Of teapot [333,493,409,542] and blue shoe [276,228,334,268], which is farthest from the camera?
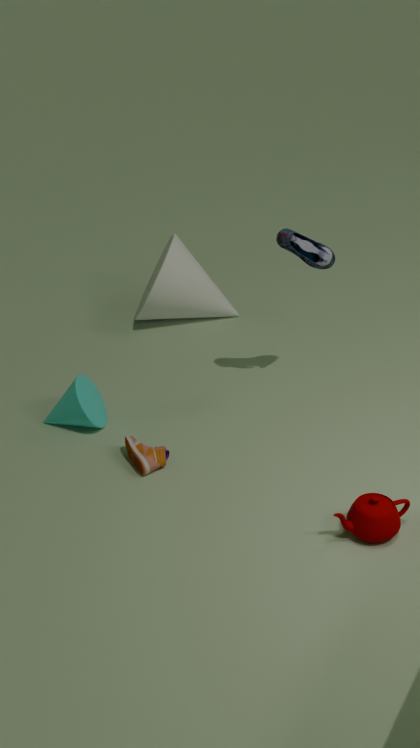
blue shoe [276,228,334,268]
